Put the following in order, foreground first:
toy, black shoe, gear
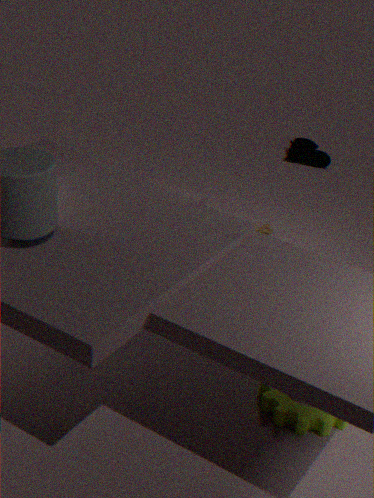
gear < toy < black shoe
